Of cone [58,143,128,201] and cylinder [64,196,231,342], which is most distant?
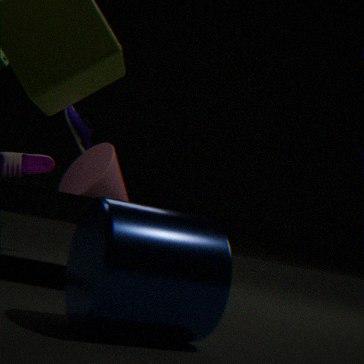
cone [58,143,128,201]
